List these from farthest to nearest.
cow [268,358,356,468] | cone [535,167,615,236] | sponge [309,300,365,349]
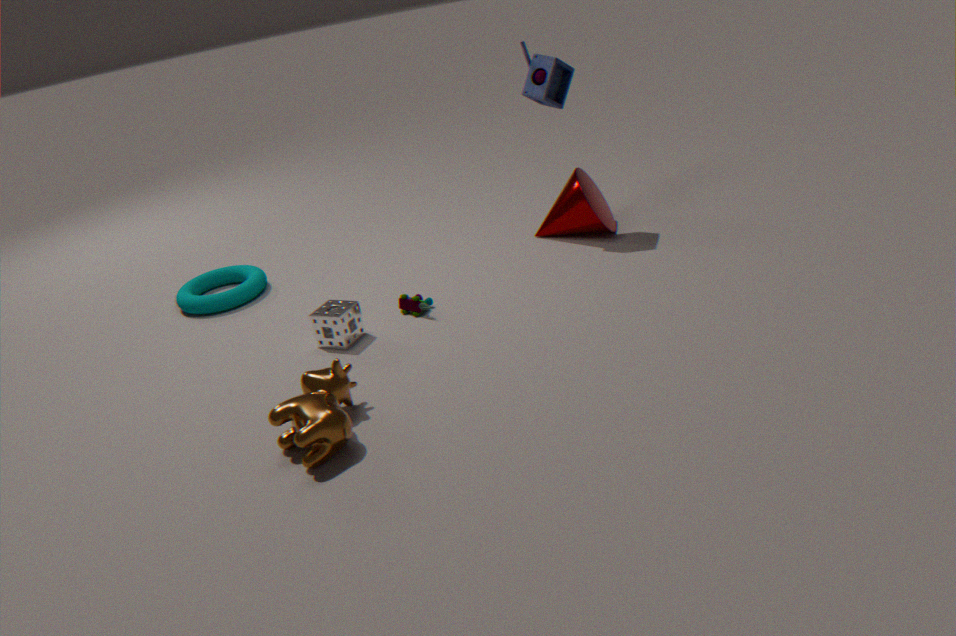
cone [535,167,615,236]
sponge [309,300,365,349]
cow [268,358,356,468]
